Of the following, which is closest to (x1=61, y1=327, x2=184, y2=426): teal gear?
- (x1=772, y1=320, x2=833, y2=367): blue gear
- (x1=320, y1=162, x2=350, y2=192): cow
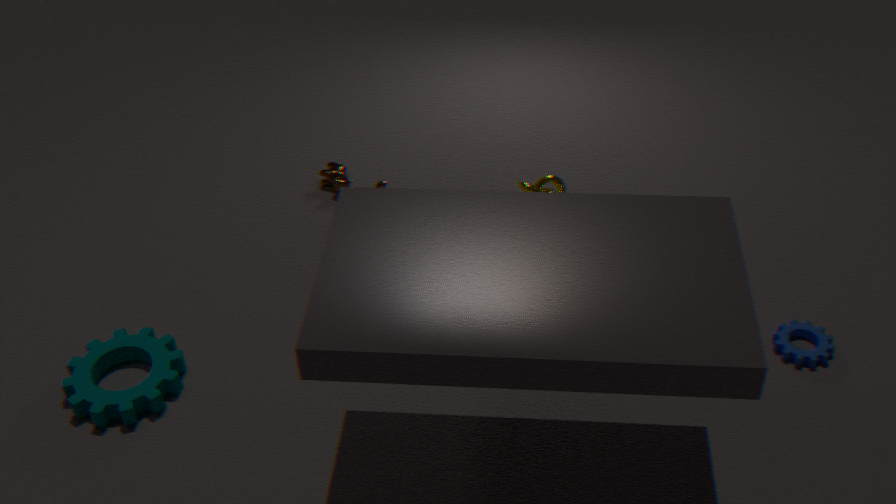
(x1=320, y1=162, x2=350, y2=192): cow
